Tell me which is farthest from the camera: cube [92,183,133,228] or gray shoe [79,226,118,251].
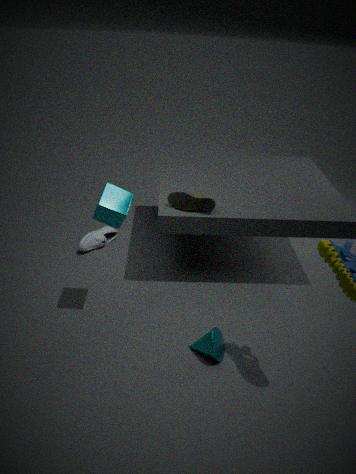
gray shoe [79,226,118,251]
